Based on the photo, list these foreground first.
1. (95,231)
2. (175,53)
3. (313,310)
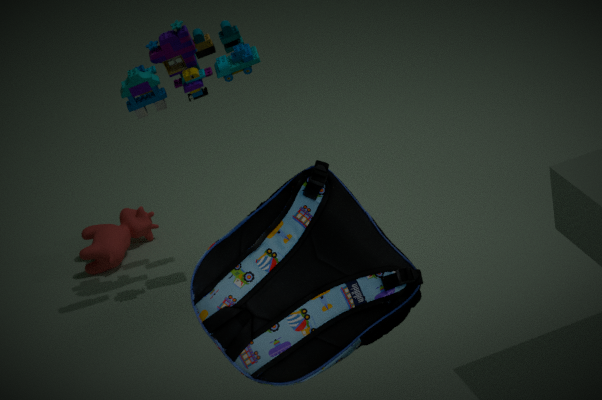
(313,310) → (175,53) → (95,231)
